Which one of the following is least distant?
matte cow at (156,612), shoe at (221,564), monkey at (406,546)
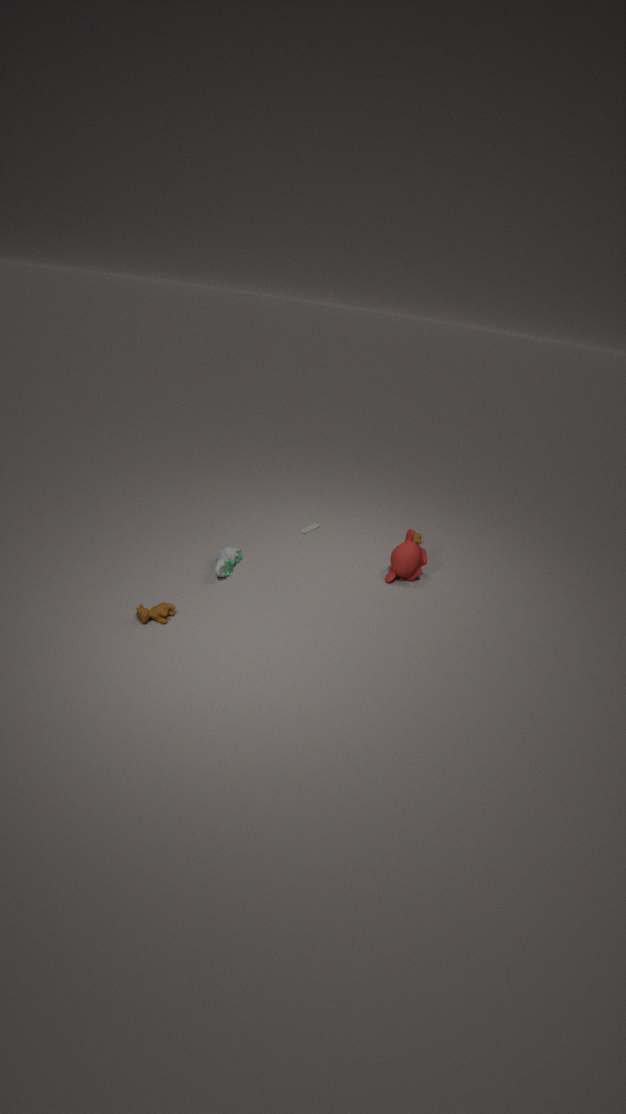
matte cow at (156,612)
